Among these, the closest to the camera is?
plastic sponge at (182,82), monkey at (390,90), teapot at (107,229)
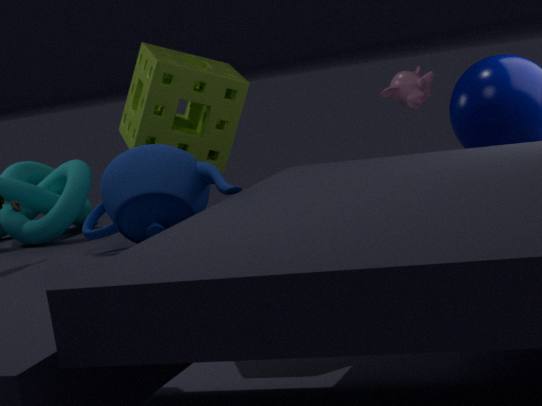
teapot at (107,229)
